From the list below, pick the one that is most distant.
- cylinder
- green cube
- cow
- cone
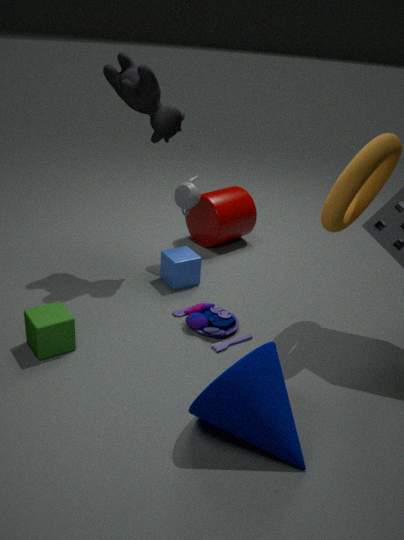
cylinder
